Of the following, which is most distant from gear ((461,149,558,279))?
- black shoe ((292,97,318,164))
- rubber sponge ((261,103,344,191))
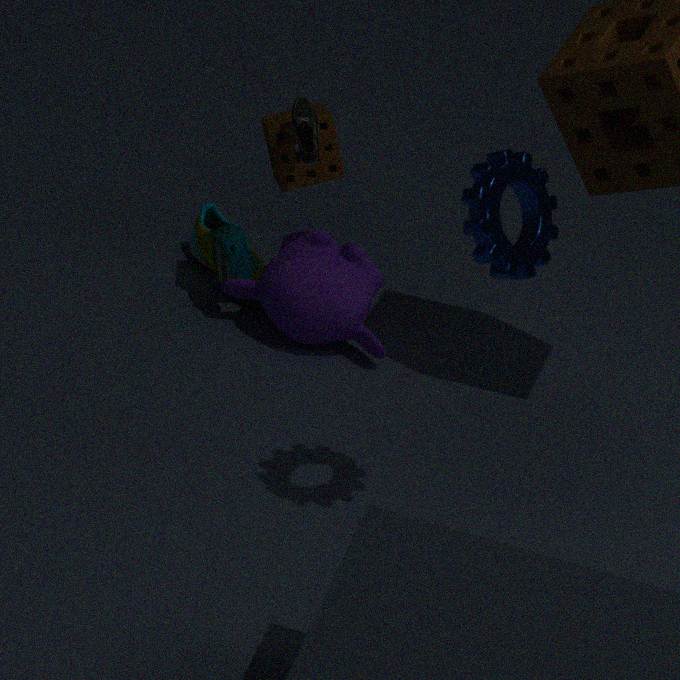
rubber sponge ((261,103,344,191))
